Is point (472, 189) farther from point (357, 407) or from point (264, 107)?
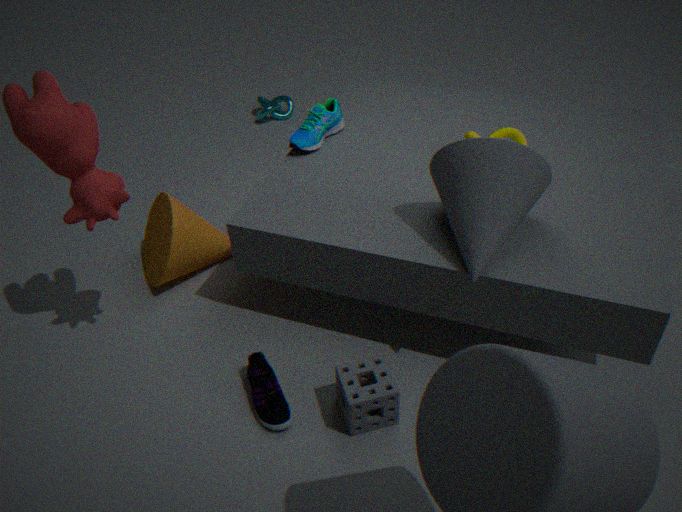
point (264, 107)
